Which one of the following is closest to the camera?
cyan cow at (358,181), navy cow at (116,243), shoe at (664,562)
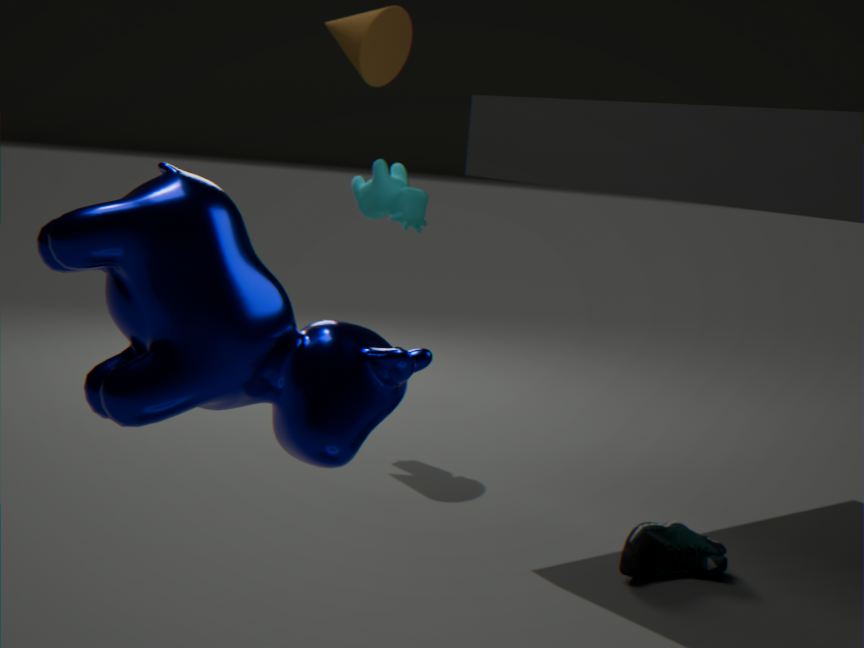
navy cow at (116,243)
